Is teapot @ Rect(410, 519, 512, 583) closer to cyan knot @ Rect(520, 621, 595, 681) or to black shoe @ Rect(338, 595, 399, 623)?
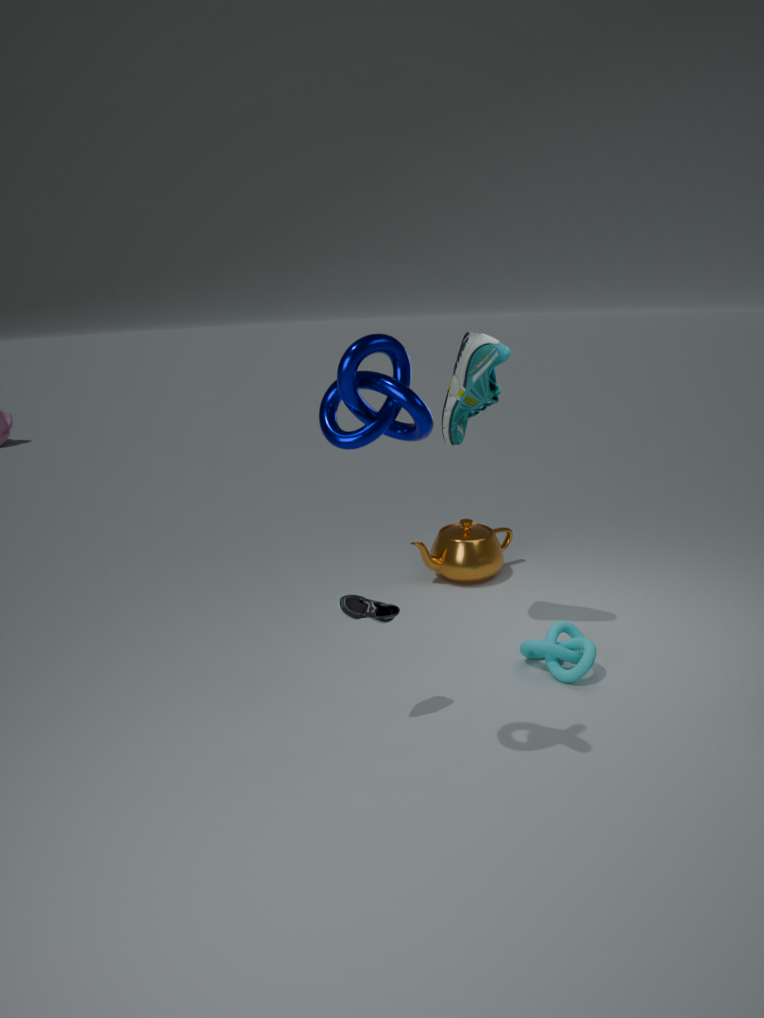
cyan knot @ Rect(520, 621, 595, 681)
